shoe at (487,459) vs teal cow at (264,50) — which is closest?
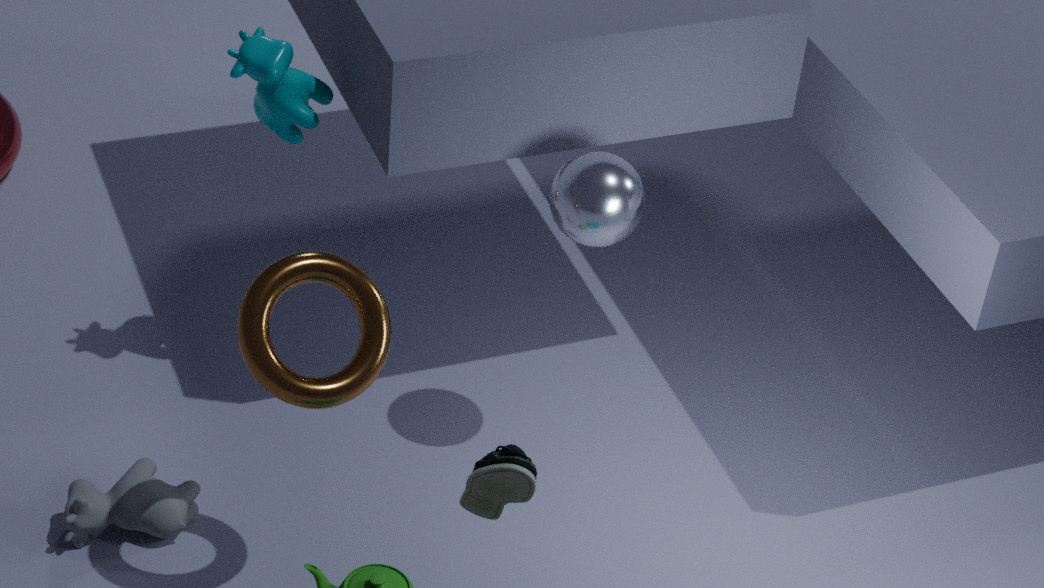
shoe at (487,459)
